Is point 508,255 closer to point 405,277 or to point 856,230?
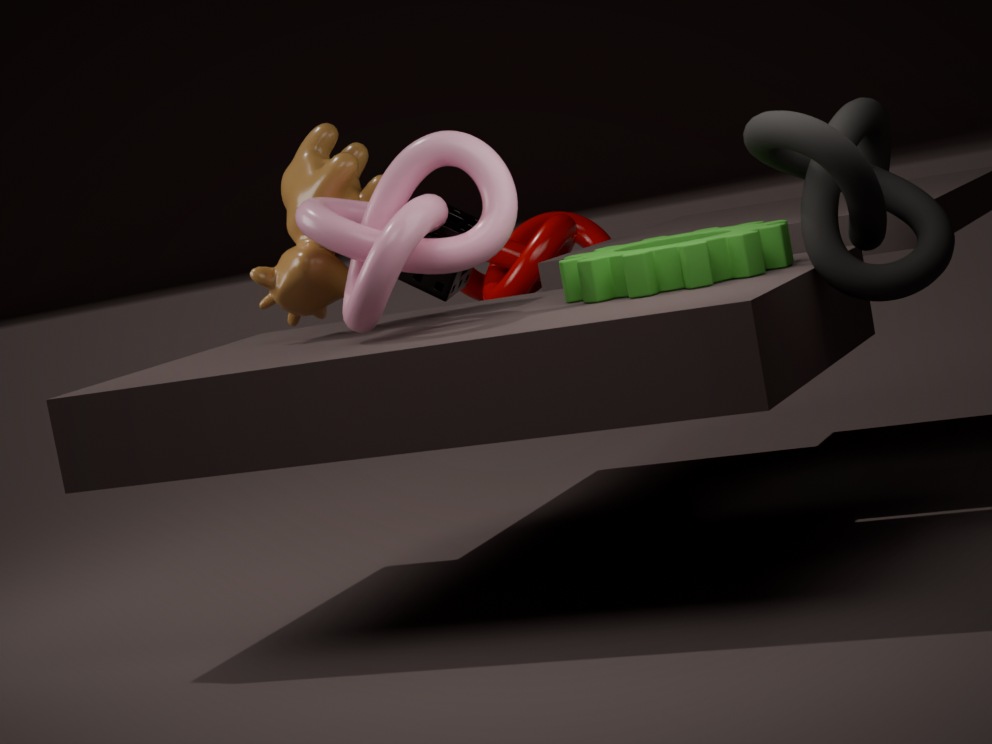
point 405,277
